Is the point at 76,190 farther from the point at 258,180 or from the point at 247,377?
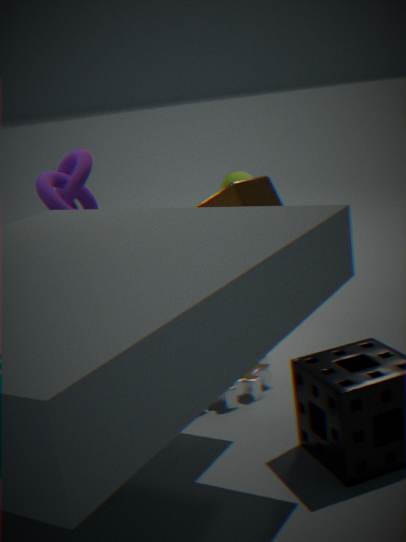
the point at 247,377
